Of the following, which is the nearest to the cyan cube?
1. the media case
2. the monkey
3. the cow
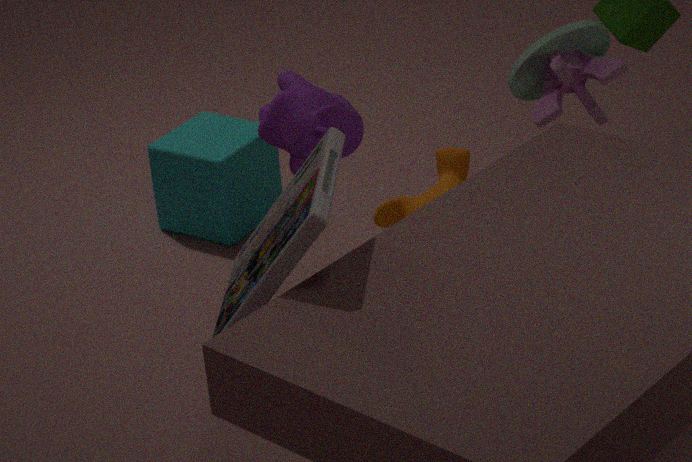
the monkey
